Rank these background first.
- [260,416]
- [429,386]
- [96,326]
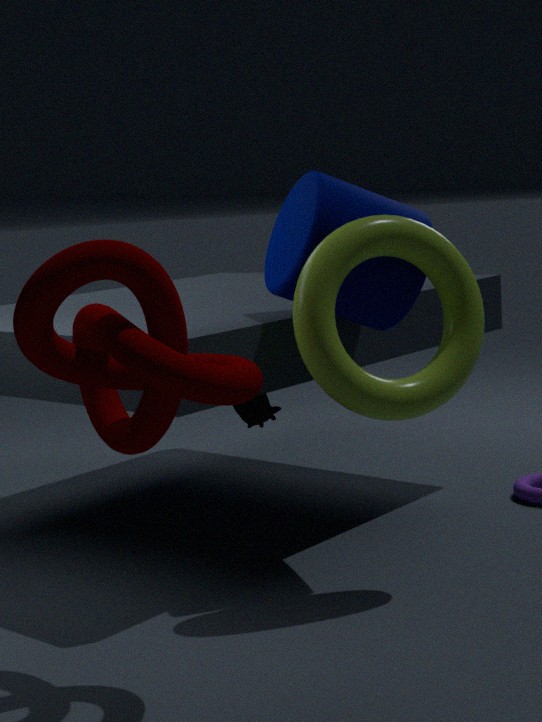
1. [260,416]
2. [429,386]
3. [96,326]
